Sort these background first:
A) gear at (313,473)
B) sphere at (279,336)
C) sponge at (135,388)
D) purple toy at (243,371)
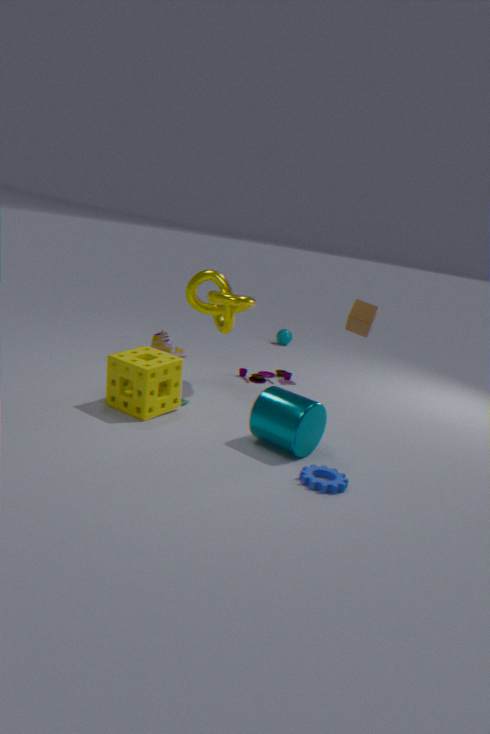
sphere at (279,336)
purple toy at (243,371)
sponge at (135,388)
gear at (313,473)
